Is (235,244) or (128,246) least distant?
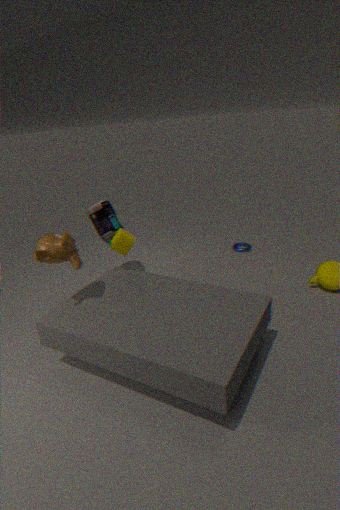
(128,246)
